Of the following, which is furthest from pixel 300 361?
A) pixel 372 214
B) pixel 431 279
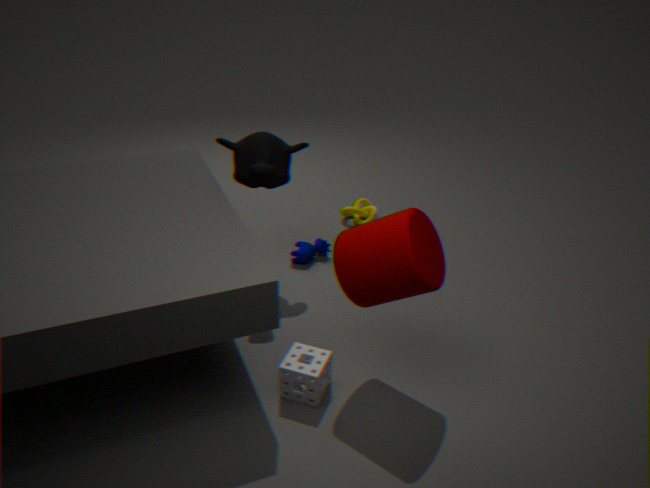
pixel 372 214
